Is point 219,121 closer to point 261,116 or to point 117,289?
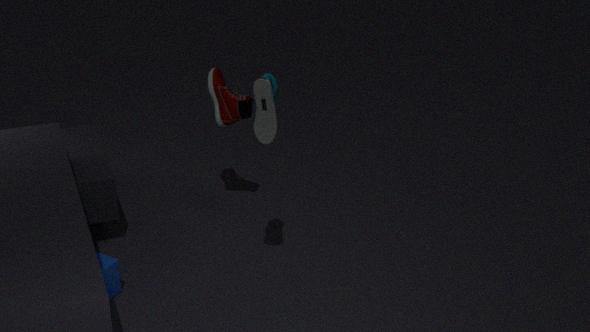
point 261,116
